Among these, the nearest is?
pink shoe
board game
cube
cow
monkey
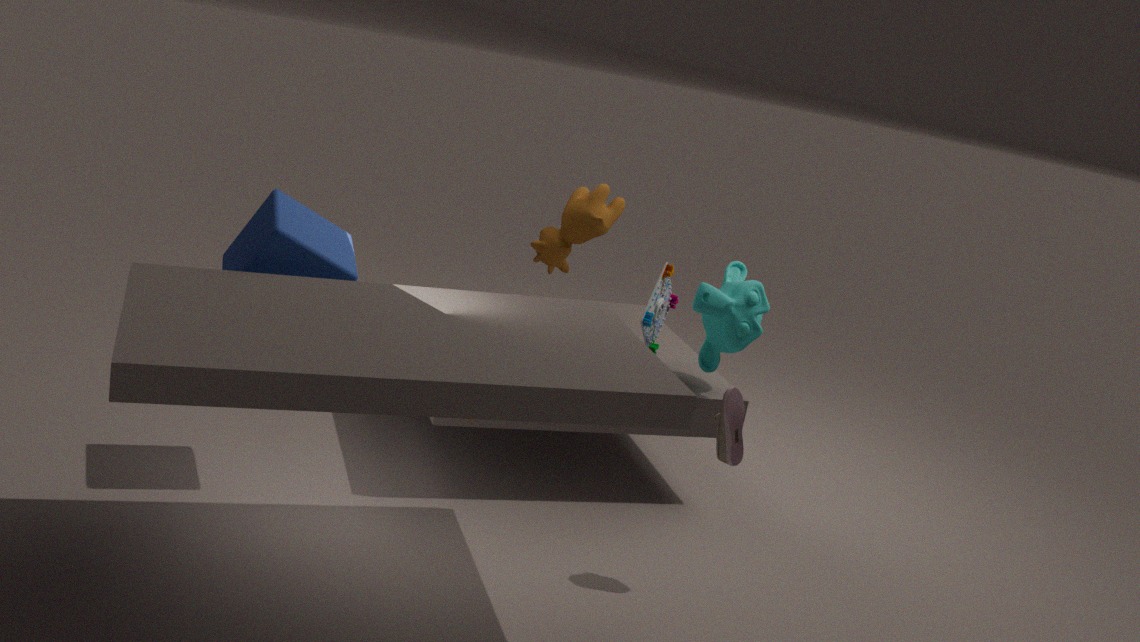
pink shoe
